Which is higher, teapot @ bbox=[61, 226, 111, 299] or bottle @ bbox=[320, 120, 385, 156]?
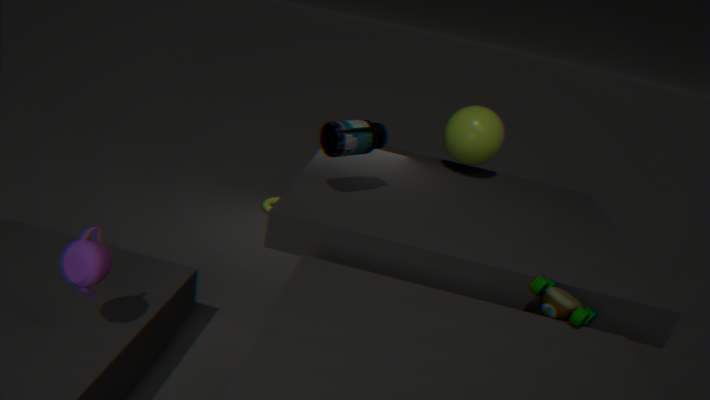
bottle @ bbox=[320, 120, 385, 156]
